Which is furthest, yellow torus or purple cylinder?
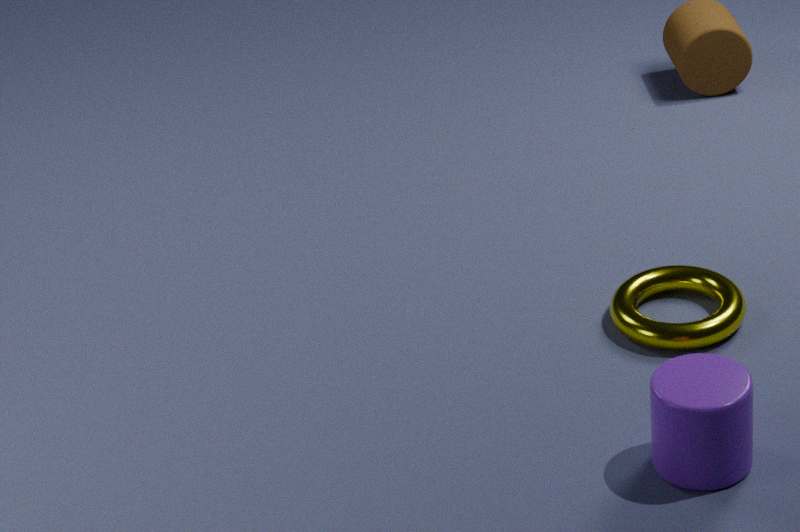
yellow torus
